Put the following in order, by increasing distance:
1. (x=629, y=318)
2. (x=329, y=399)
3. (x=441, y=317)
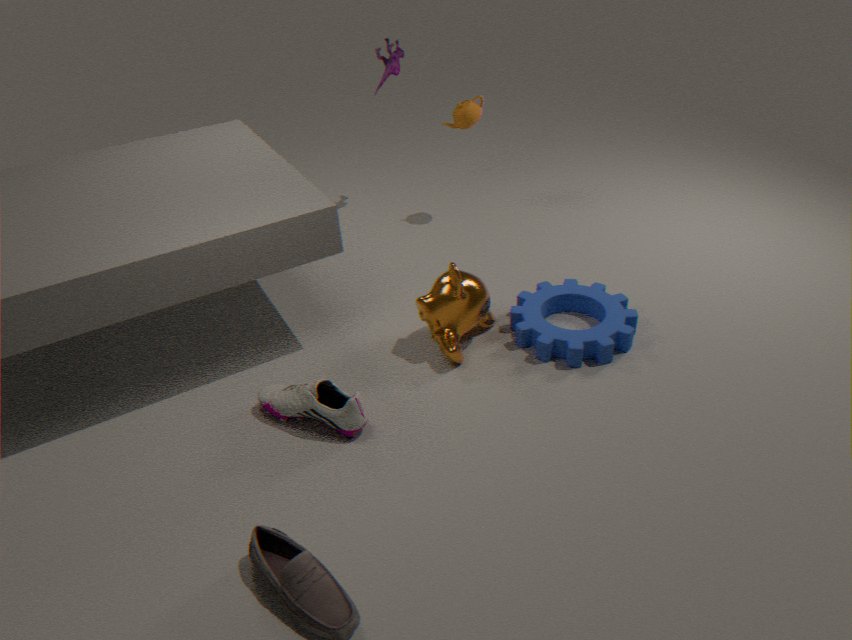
(x=329, y=399)
(x=441, y=317)
(x=629, y=318)
